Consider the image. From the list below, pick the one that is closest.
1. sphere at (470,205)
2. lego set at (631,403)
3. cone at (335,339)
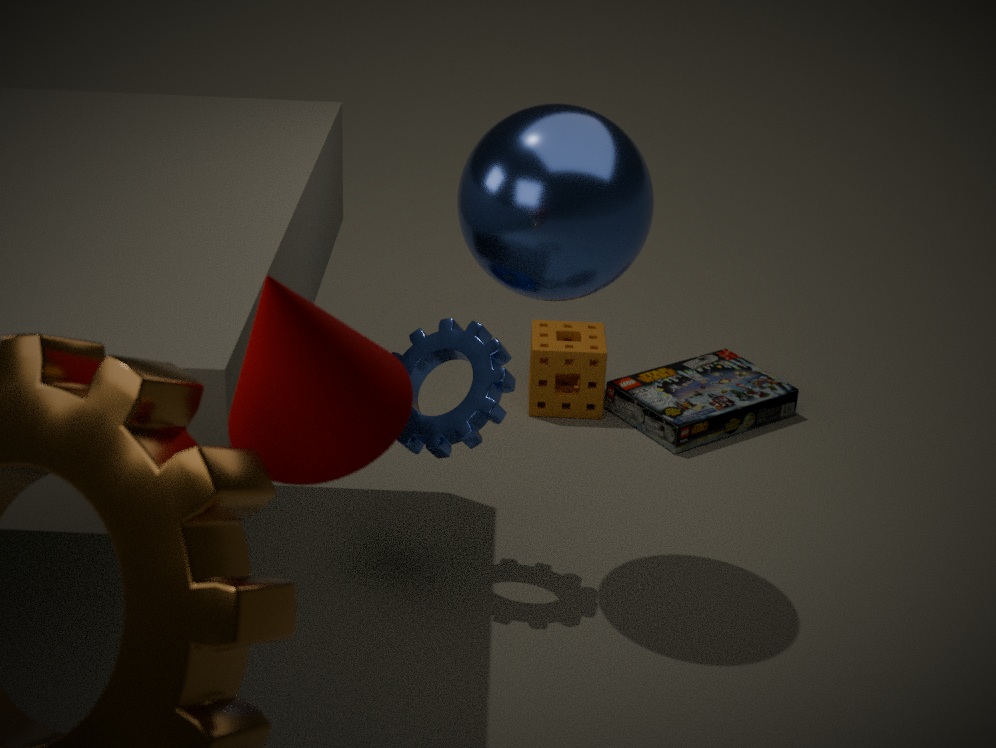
cone at (335,339)
